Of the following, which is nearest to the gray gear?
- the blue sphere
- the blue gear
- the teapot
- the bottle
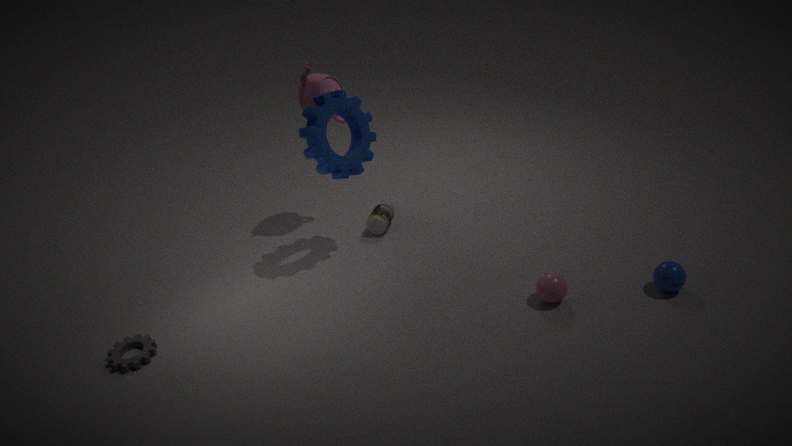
the blue gear
